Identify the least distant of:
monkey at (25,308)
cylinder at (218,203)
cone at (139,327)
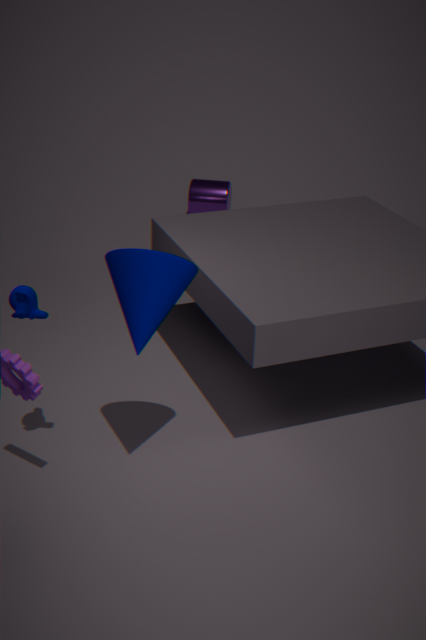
cone at (139,327)
